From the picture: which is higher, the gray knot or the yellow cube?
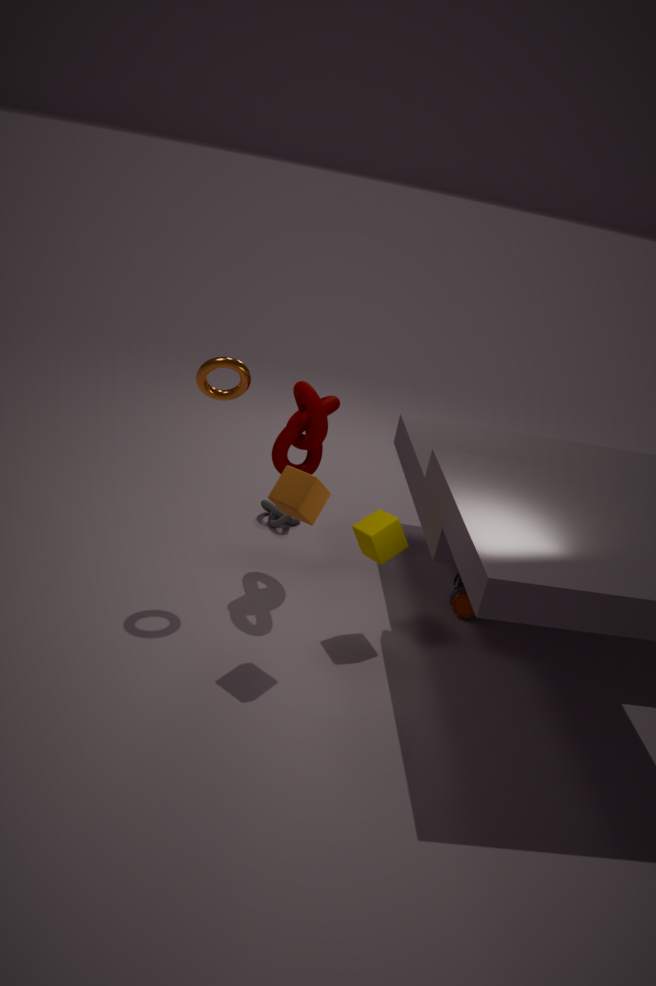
the yellow cube
